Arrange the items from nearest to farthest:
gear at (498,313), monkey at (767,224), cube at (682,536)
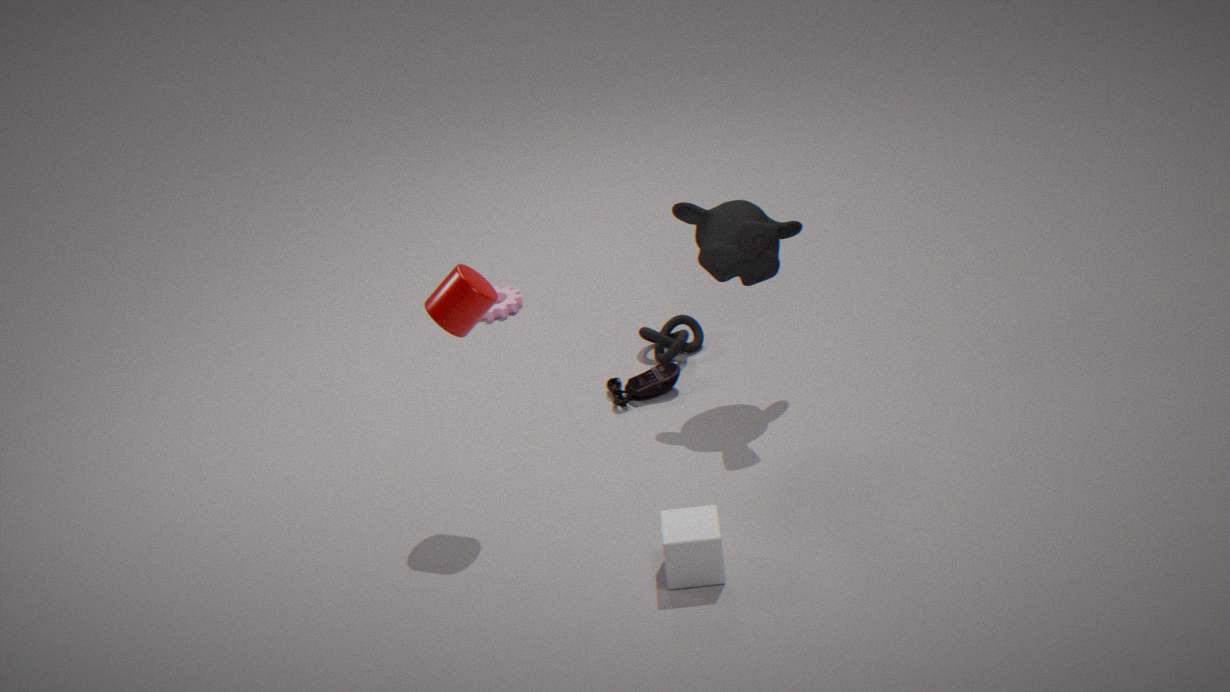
cube at (682,536) < monkey at (767,224) < gear at (498,313)
